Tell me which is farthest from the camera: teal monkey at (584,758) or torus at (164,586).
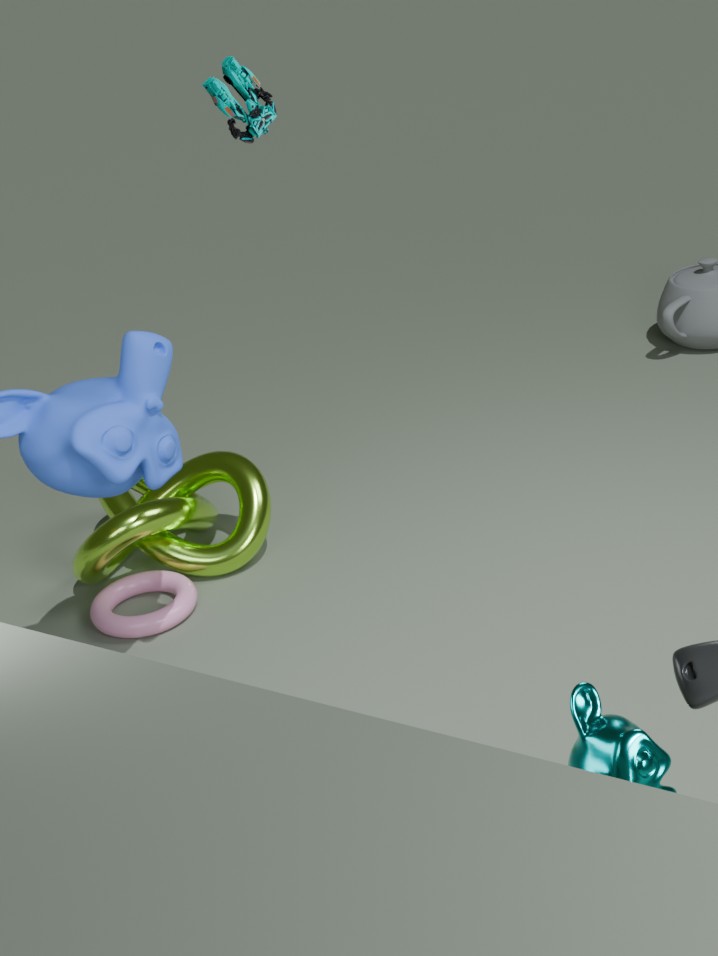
torus at (164,586)
